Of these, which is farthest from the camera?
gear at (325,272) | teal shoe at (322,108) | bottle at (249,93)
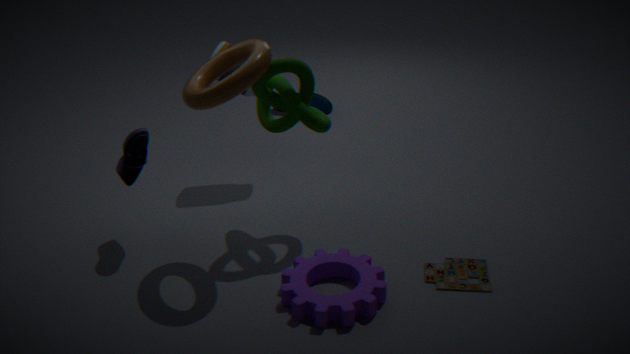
teal shoe at (322,108)
